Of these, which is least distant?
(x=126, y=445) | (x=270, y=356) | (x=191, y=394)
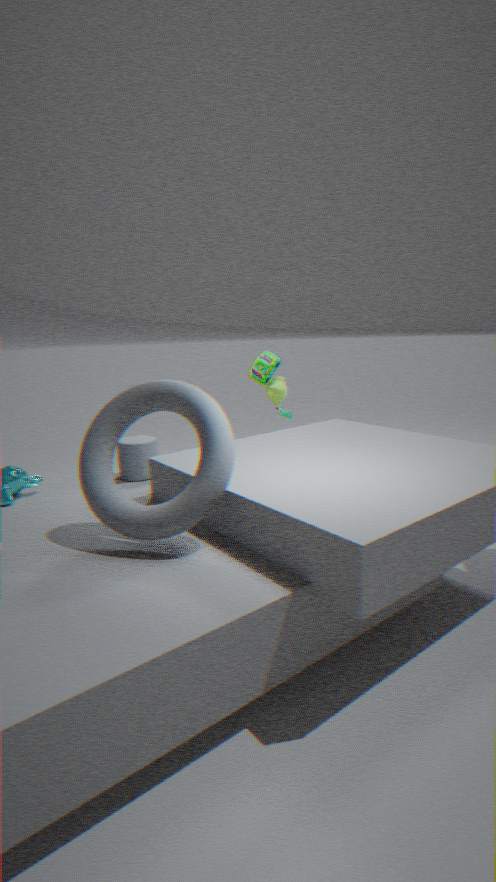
(x=191, y=394)
